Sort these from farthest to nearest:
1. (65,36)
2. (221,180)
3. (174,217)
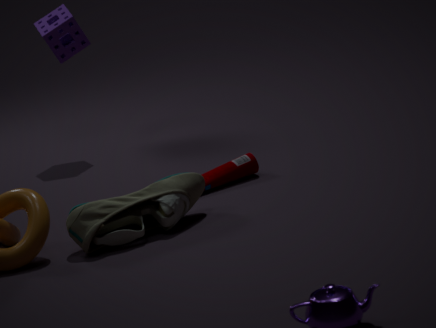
1. (65,36)
2. (221,180)
3. (174,217)
